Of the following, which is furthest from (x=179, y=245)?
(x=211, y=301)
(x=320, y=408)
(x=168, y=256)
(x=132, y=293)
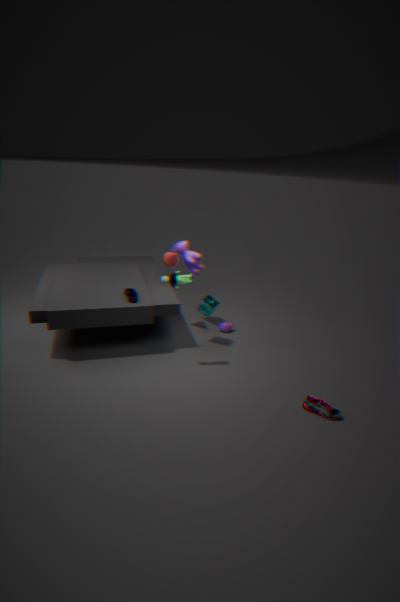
(x=320, y=408)
